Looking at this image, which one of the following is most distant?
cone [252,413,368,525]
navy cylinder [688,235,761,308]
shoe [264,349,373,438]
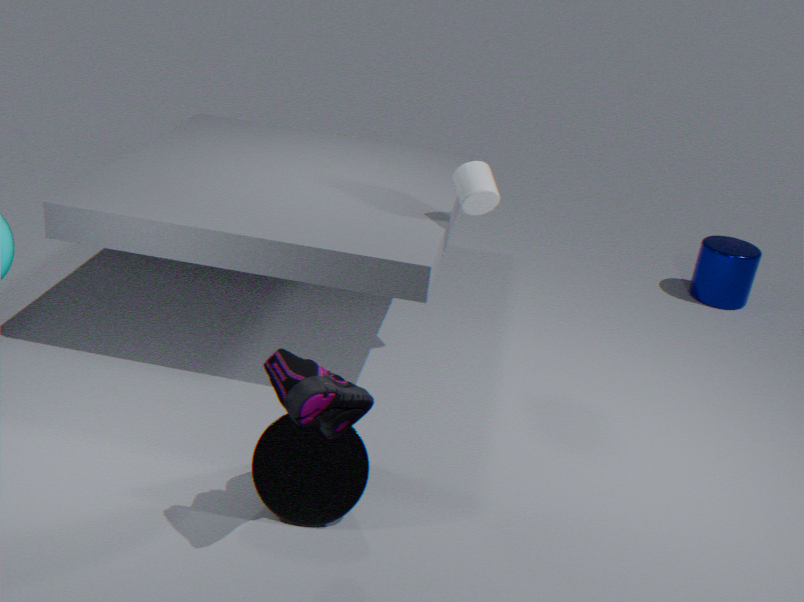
navy cylinder [688,235,761,308]
